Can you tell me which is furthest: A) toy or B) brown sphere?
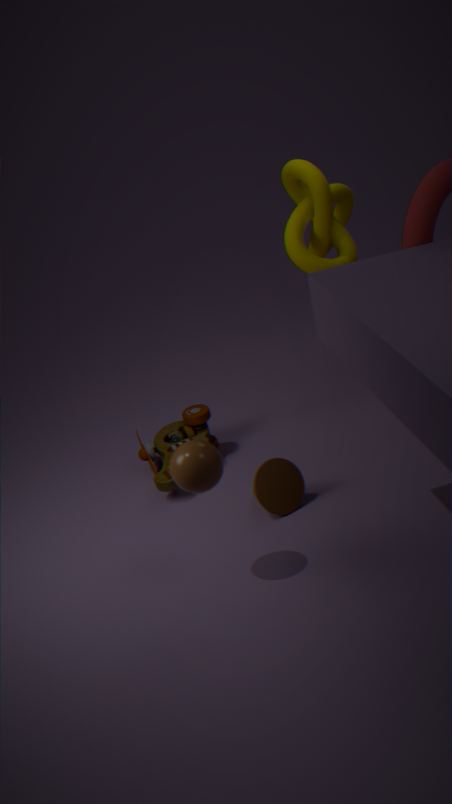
A. toy
